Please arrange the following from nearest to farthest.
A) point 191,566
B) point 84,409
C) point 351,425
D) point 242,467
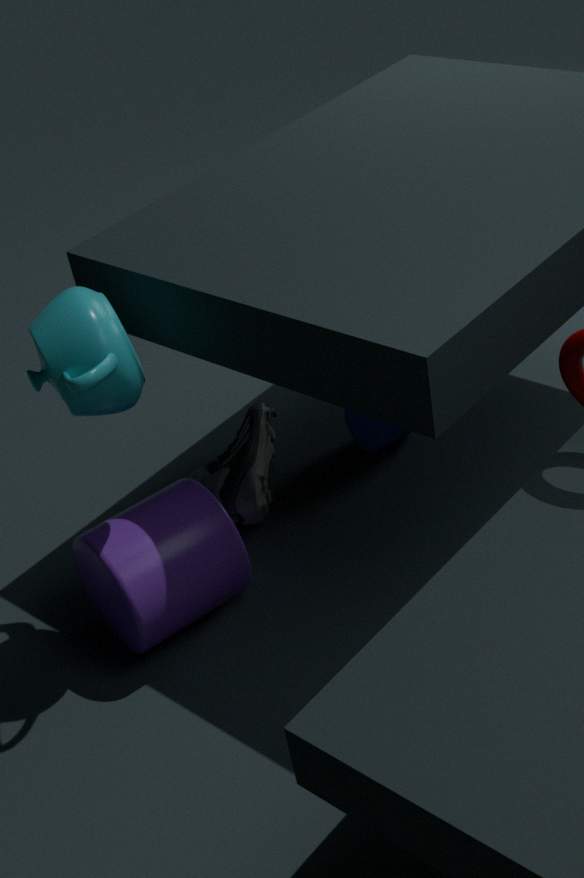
point 84,409, point 191,566, point 242,467, point 351,425
